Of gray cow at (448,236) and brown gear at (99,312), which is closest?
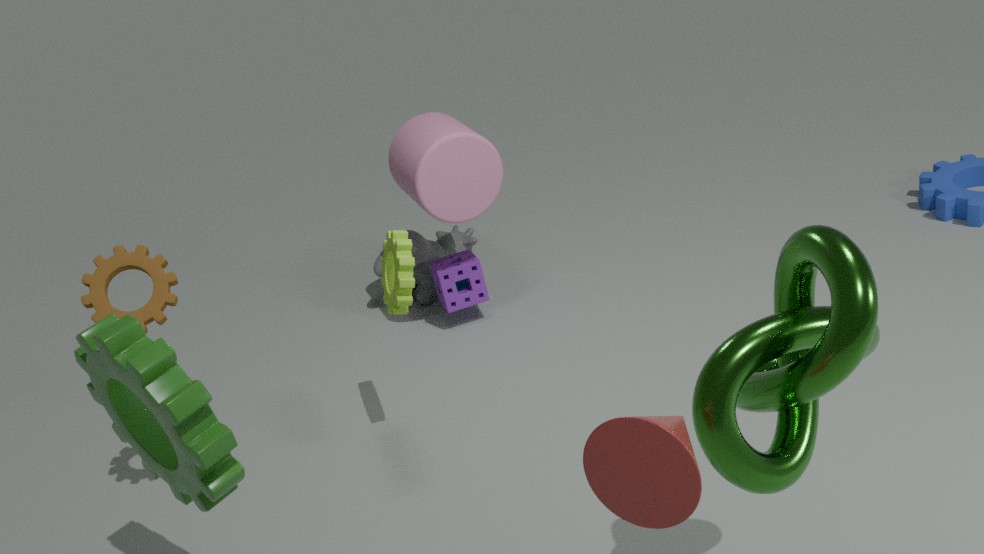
brown gear at (99,312)
